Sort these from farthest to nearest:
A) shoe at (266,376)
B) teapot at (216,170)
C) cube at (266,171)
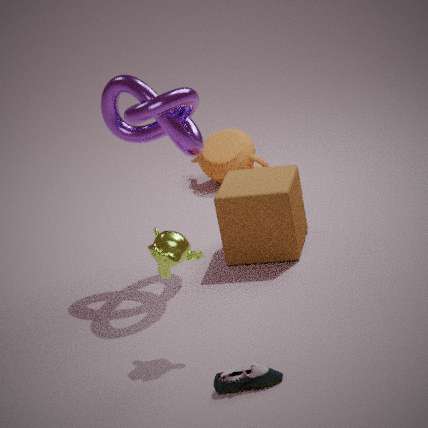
teapot at (216,170) < cube at (266,171) < shoe at (266,376)
